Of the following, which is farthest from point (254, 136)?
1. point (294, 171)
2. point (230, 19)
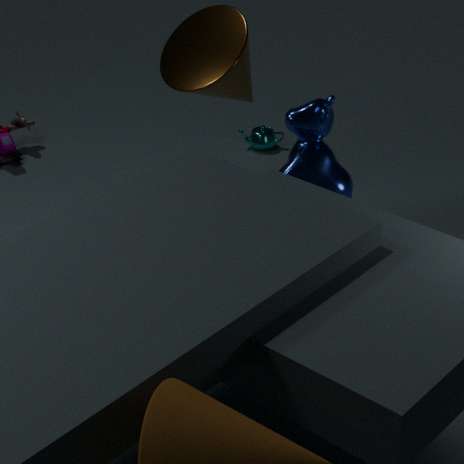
point (294, 171)
